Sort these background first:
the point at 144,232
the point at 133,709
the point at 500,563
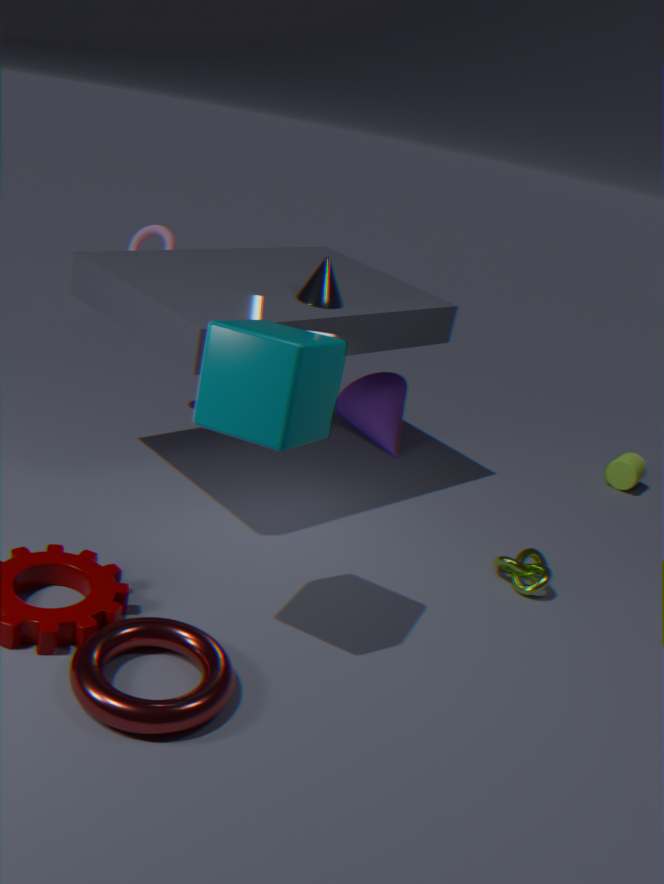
the point at 144,232 < the point at 500,563 < the point at 133,709
